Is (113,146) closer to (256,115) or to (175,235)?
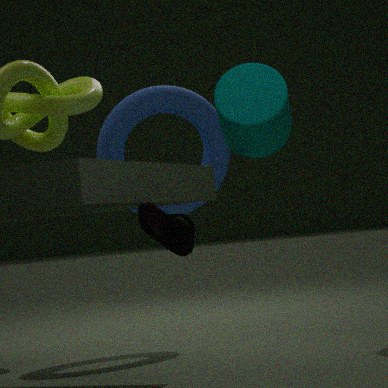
(175,235)
